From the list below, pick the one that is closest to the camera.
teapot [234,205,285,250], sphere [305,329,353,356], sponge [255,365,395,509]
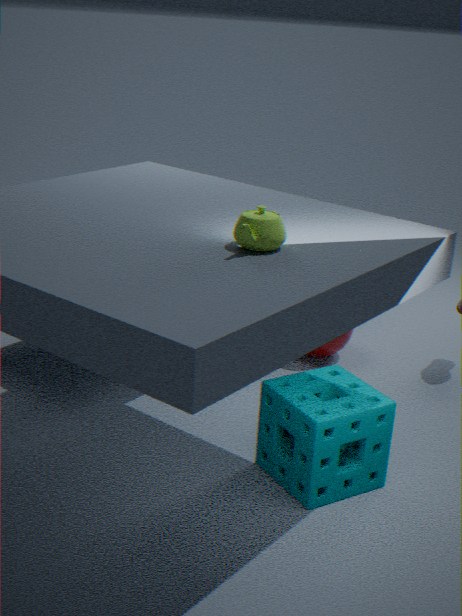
teapot [234,205,285,250]
